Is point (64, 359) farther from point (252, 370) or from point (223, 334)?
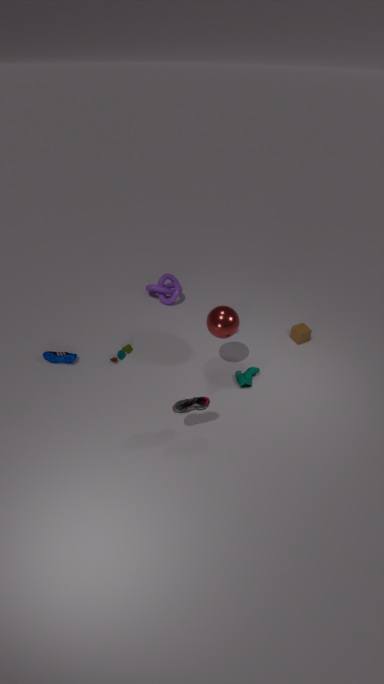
point (252, 370)
